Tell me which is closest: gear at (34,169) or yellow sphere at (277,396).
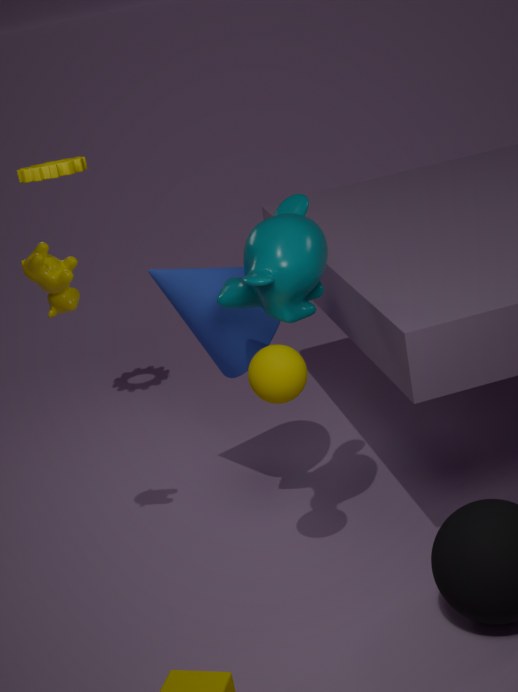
yellow sphere at (277,396)
